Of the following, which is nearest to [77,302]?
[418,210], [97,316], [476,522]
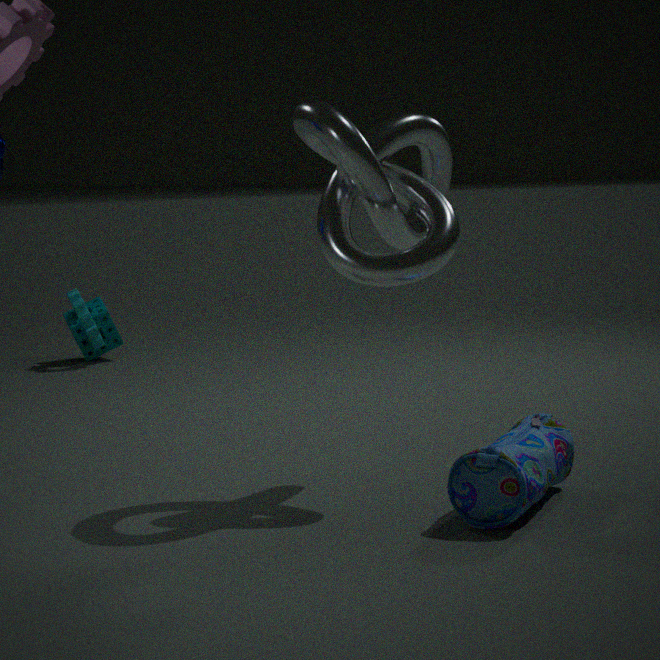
[97,316]
